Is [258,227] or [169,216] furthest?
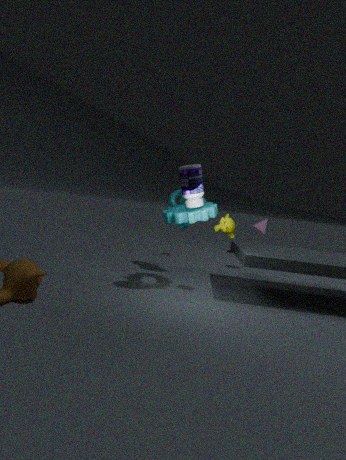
[258,227]
